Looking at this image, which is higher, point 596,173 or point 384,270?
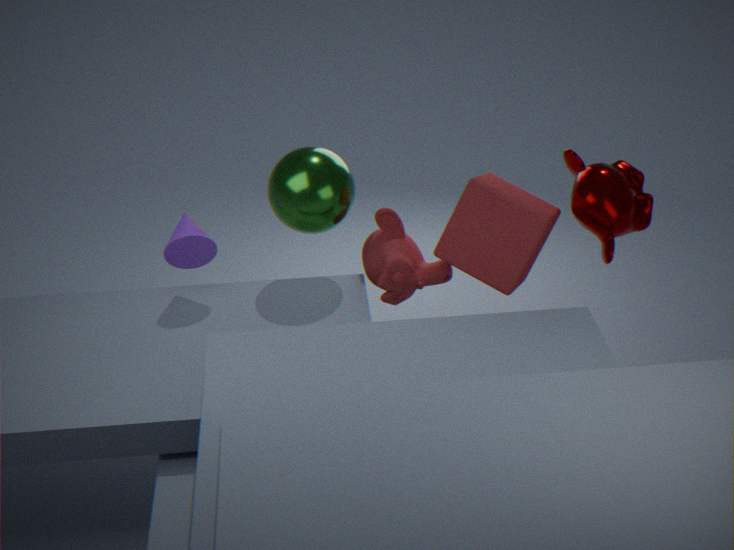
point 596,173
